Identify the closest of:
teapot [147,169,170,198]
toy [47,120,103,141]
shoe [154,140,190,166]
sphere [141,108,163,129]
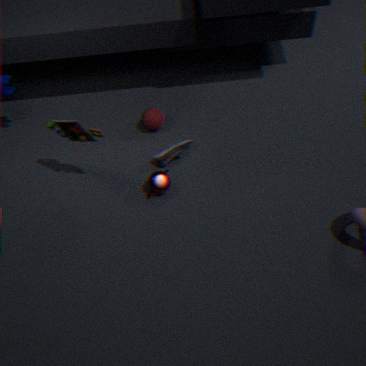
toy [47,120,103,141]
